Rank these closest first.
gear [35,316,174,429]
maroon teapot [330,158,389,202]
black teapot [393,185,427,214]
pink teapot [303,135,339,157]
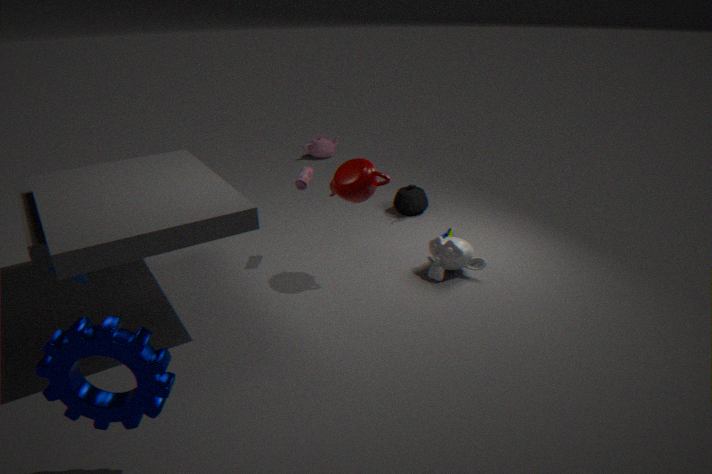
gear [35,316,174,429], maroon teapot [330,158,389,202], black teapot [393,185,427,214], pink teapot [303,135,339,157]
